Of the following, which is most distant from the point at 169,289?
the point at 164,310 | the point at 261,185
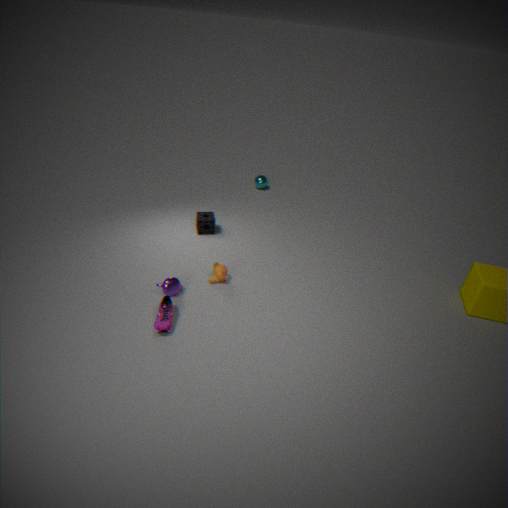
the point at 261,185
